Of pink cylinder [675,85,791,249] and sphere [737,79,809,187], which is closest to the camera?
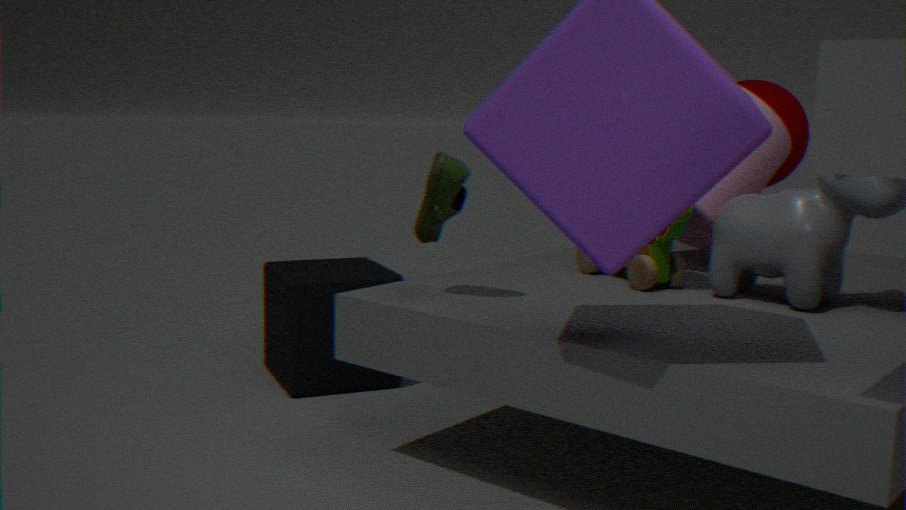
pink cylinder [675,85,791,249]
